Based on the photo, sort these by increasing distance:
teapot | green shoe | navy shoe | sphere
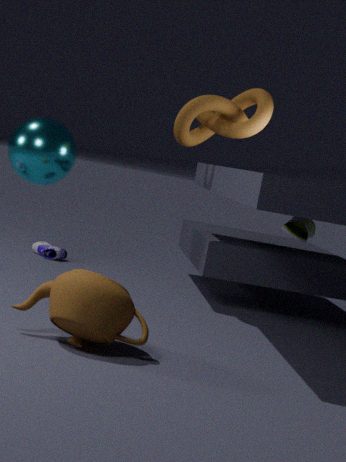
teapot < green shoe < sphere < navy shoe
